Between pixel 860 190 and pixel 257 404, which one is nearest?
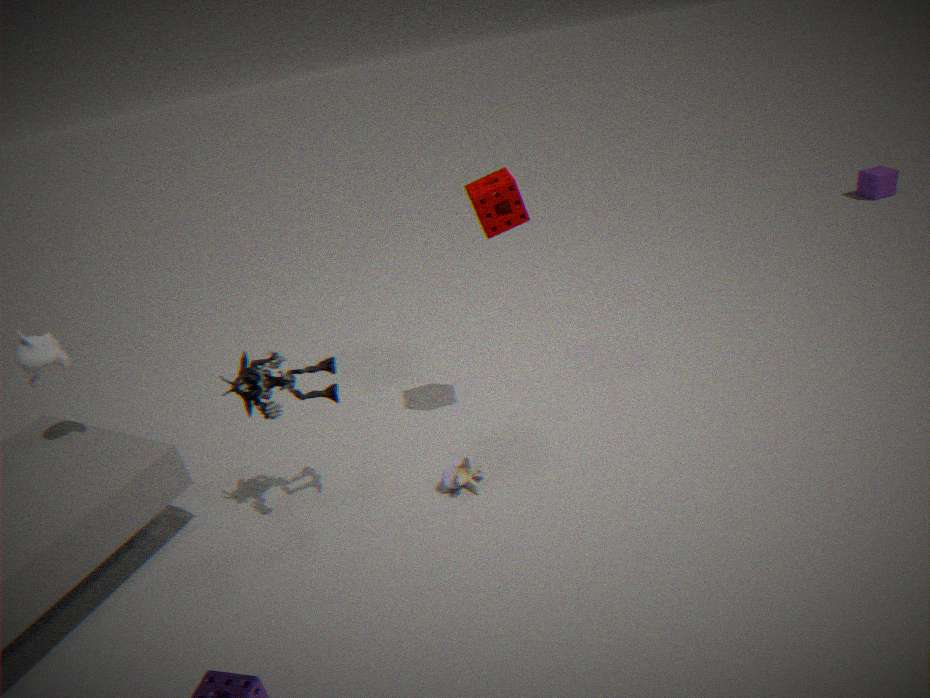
pixel 257 404
